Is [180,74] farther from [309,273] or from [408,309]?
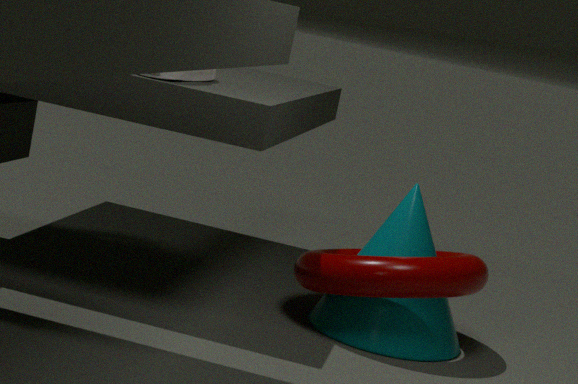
[408,309]
